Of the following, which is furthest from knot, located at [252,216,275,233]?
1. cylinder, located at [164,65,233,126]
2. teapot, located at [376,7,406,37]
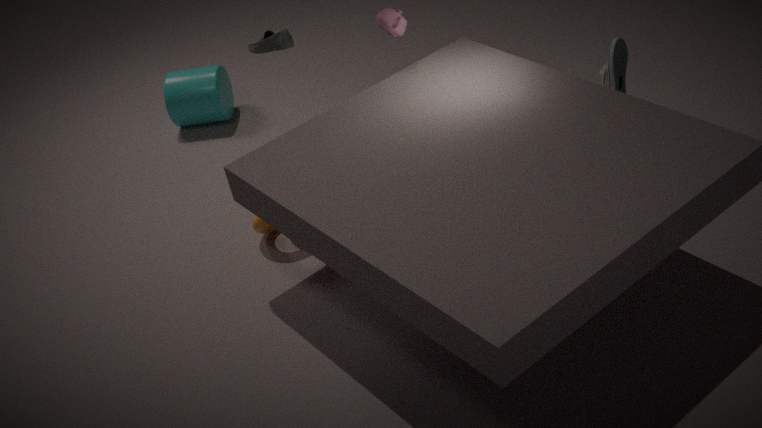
cylinder, located at [164,65,233,126]
